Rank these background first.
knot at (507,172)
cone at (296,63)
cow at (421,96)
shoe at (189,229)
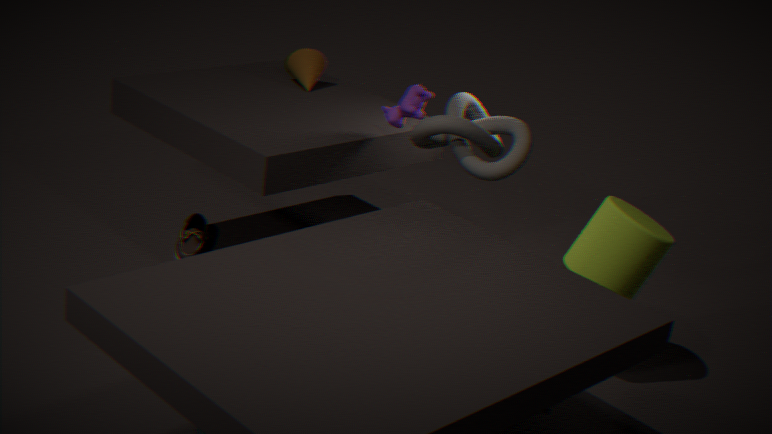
cone at (296,63)
shoe at (189,229)
cow at (421,96)
knot at (507,172)
